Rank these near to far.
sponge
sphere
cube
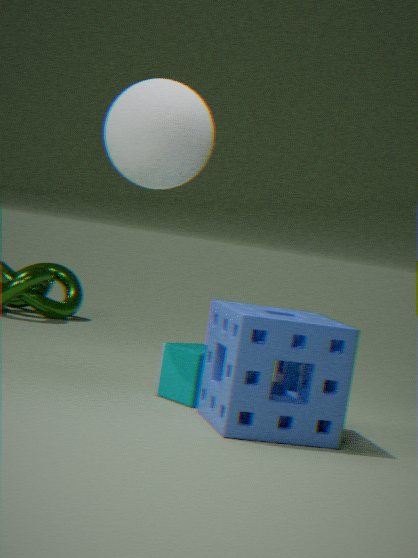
sponge → sphere → cube
